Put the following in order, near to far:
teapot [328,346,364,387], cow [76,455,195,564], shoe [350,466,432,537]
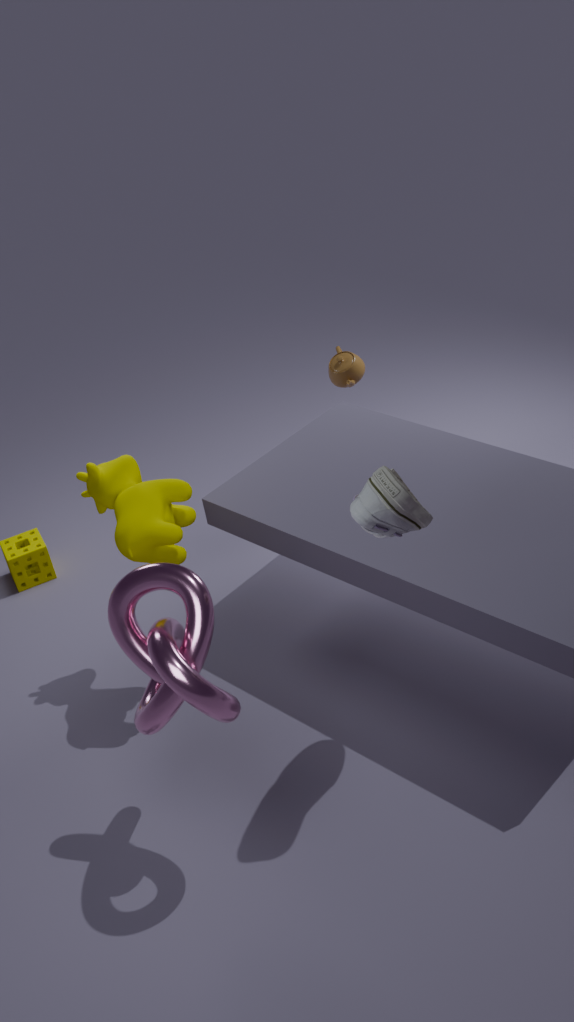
shoe [350,466,432,537]
cow [76,455,195,564]
teapot [328,346,364,387]
